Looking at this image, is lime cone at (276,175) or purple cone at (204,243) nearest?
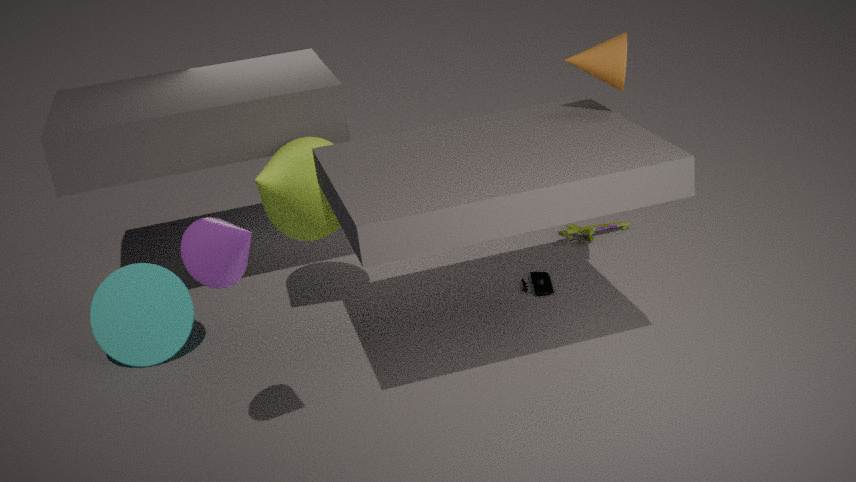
purple cone at (204,243)
